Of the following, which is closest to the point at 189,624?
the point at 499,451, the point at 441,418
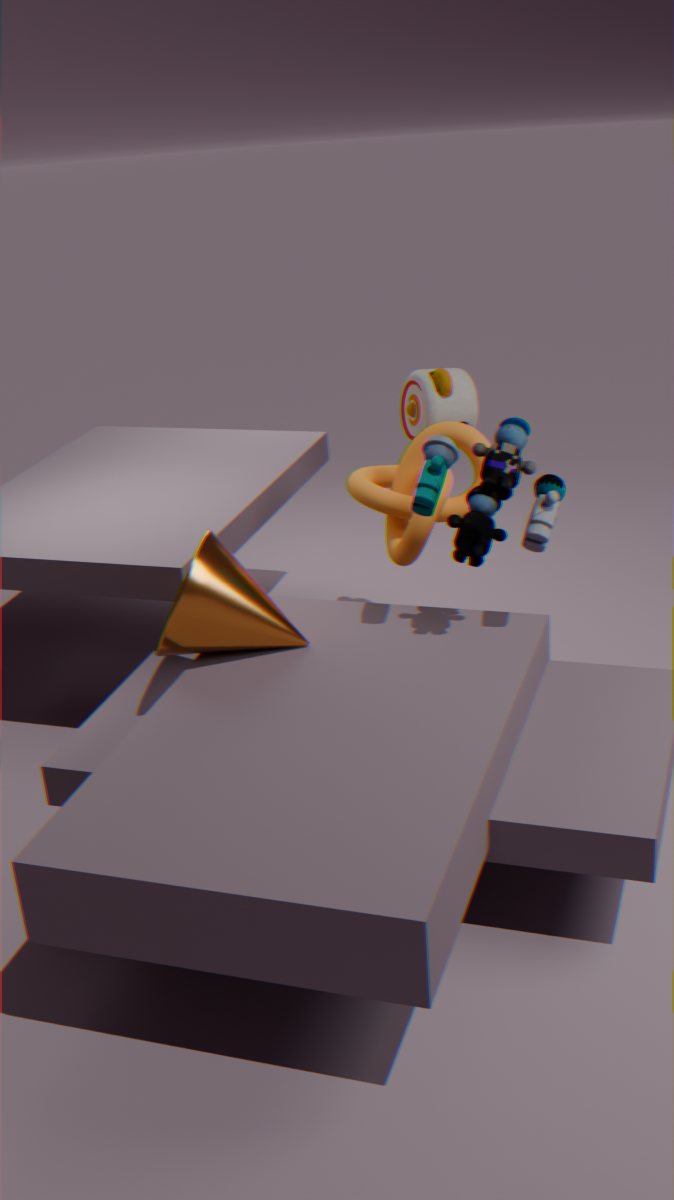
the point at 499,451
